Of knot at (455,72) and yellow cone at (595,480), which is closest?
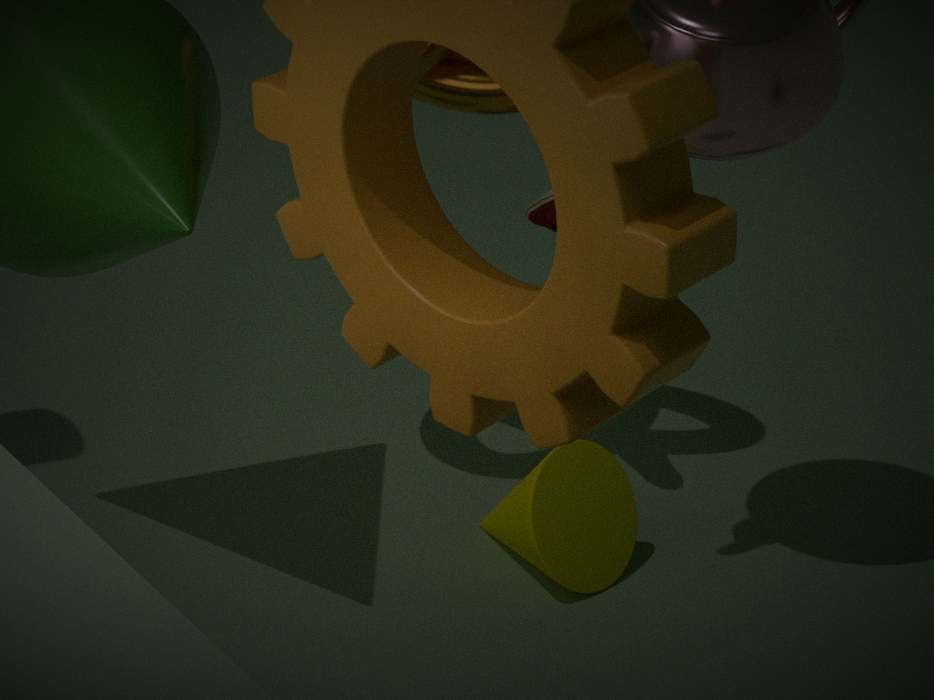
knot at (455,72)
